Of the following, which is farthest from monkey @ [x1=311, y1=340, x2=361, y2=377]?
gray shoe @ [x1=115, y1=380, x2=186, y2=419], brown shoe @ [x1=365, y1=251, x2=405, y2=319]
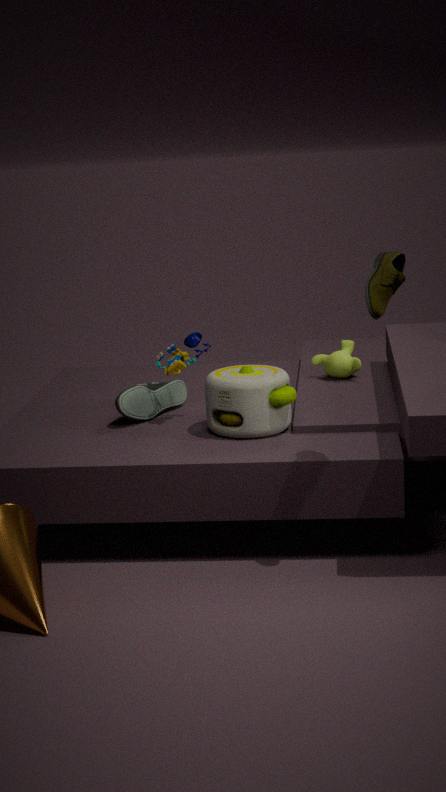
brown shoe @ [x1=365, y1=251, x2=405, y2=319]
